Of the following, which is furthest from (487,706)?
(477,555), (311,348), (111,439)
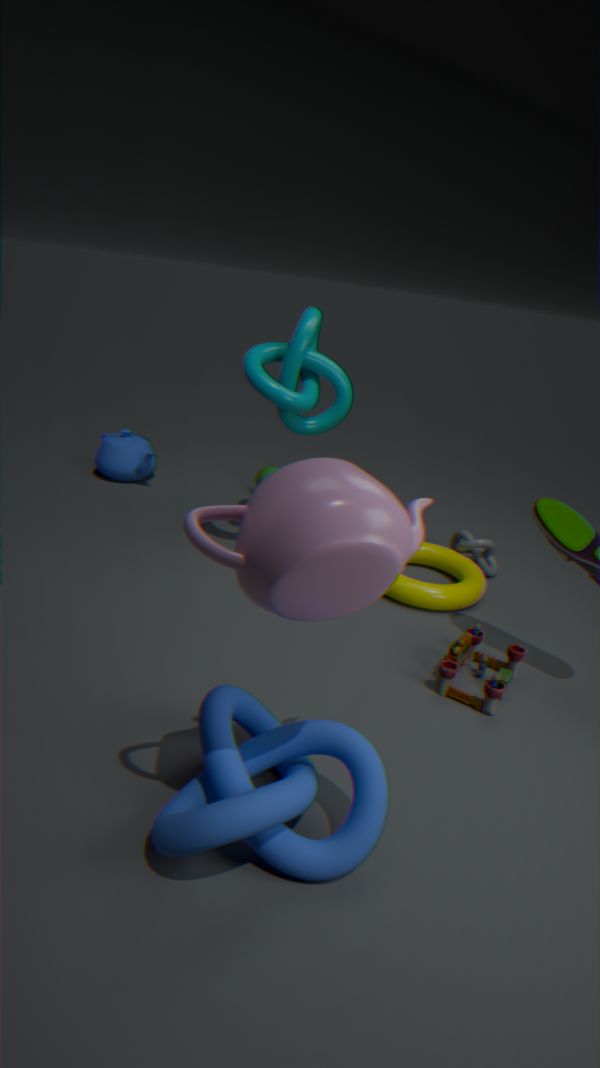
(111,439)
